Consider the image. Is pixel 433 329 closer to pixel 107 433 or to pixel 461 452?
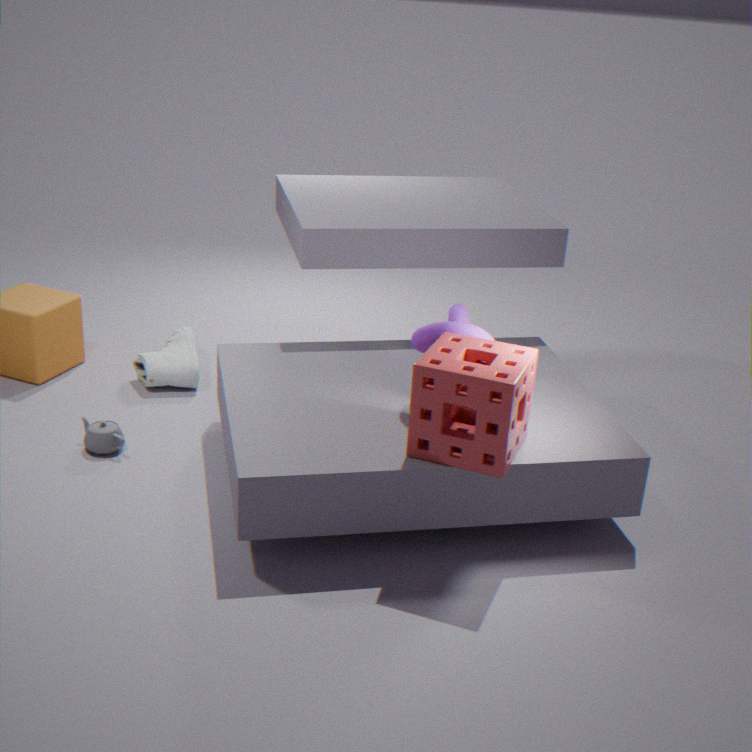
pixel 461 452
